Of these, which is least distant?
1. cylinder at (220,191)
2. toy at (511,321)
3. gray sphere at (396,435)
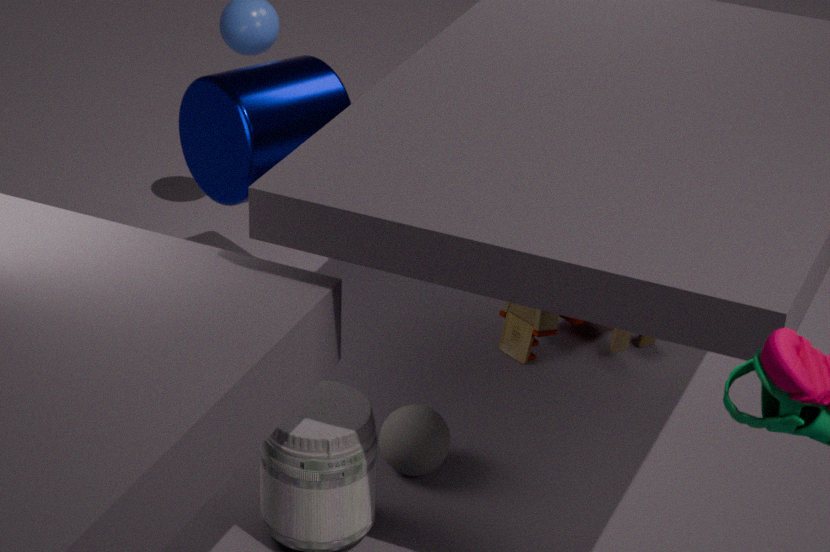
gray sphere at (396,435)
